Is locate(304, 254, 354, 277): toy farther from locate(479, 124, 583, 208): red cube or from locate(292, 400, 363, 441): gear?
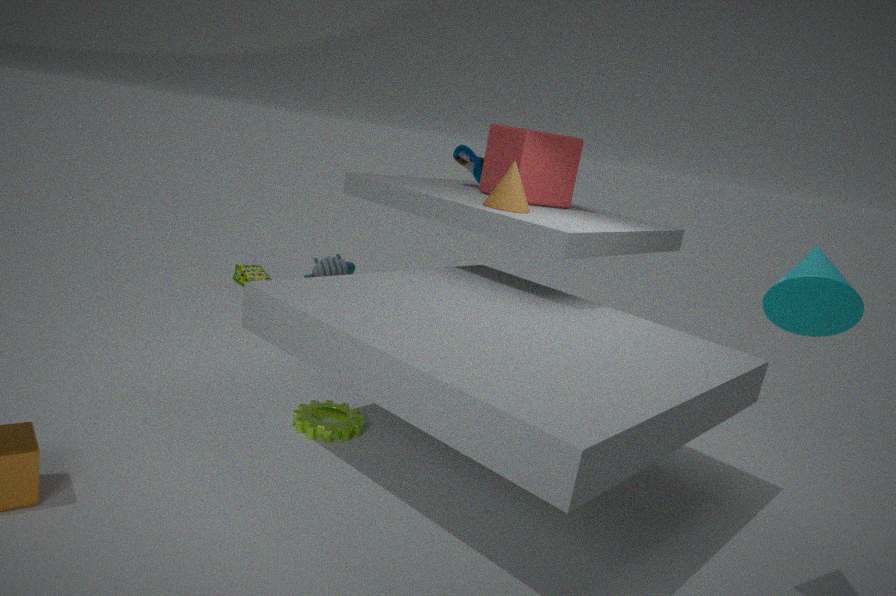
locate(292, 400, 363, 441): gear
